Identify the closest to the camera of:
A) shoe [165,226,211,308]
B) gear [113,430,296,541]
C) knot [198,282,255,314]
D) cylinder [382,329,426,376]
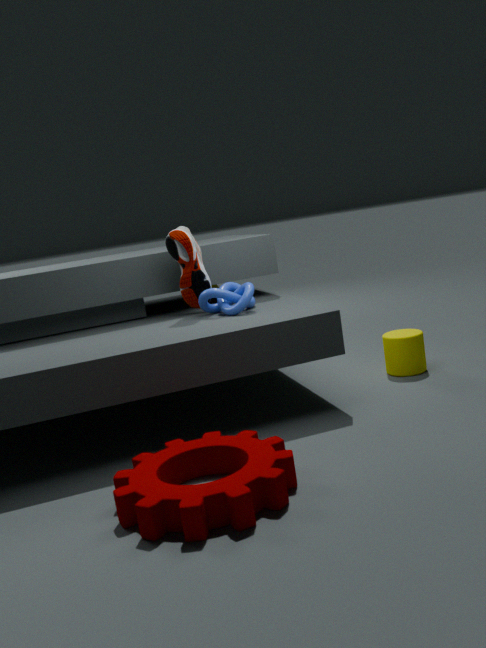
gear [113,430,296,541]
